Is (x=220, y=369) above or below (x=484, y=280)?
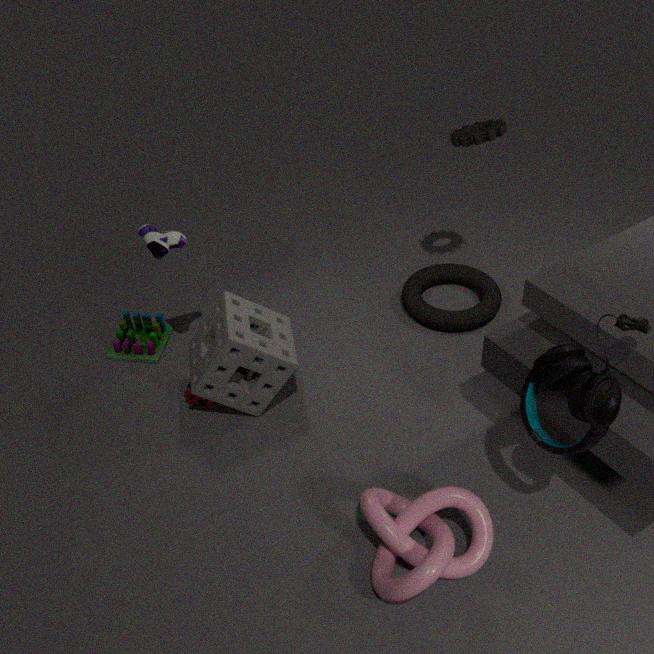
above
